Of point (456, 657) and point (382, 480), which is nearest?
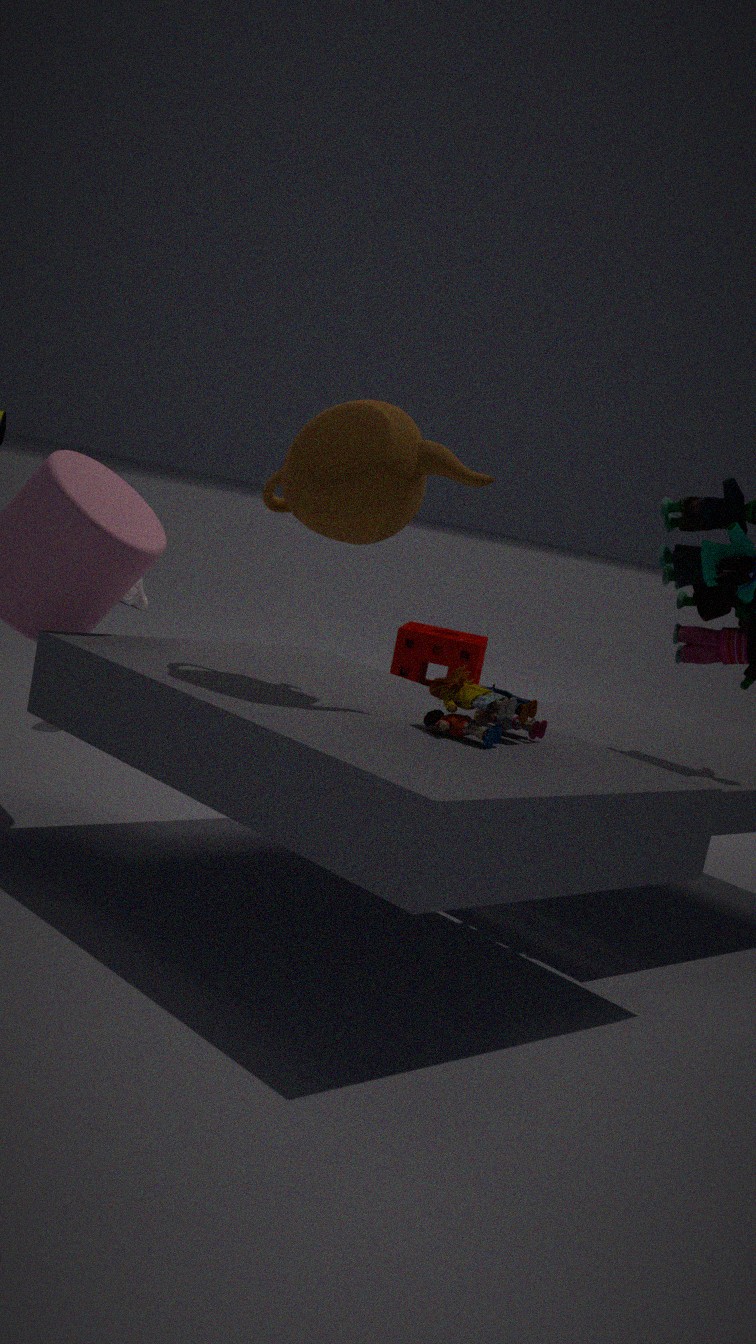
point (382, 480)
